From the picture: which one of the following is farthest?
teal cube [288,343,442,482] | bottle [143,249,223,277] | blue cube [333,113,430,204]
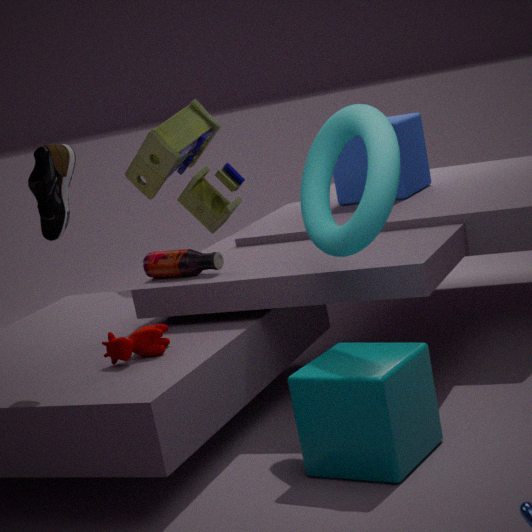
blue cube [333,113,430,204]
